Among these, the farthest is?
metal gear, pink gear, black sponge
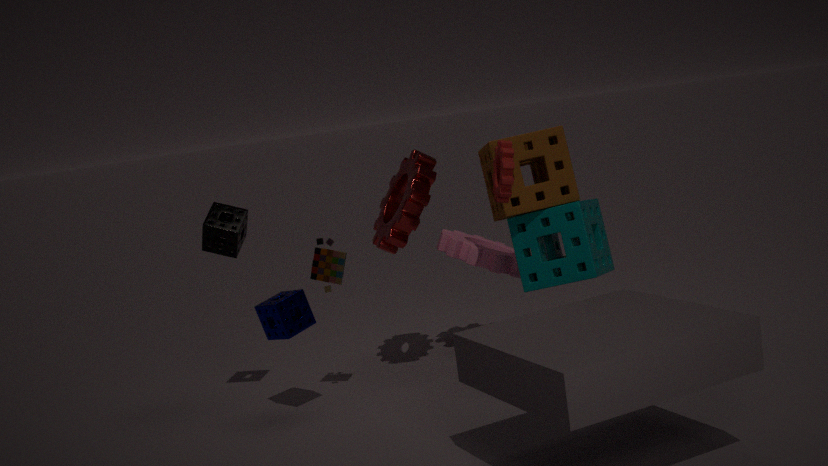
pink gear
